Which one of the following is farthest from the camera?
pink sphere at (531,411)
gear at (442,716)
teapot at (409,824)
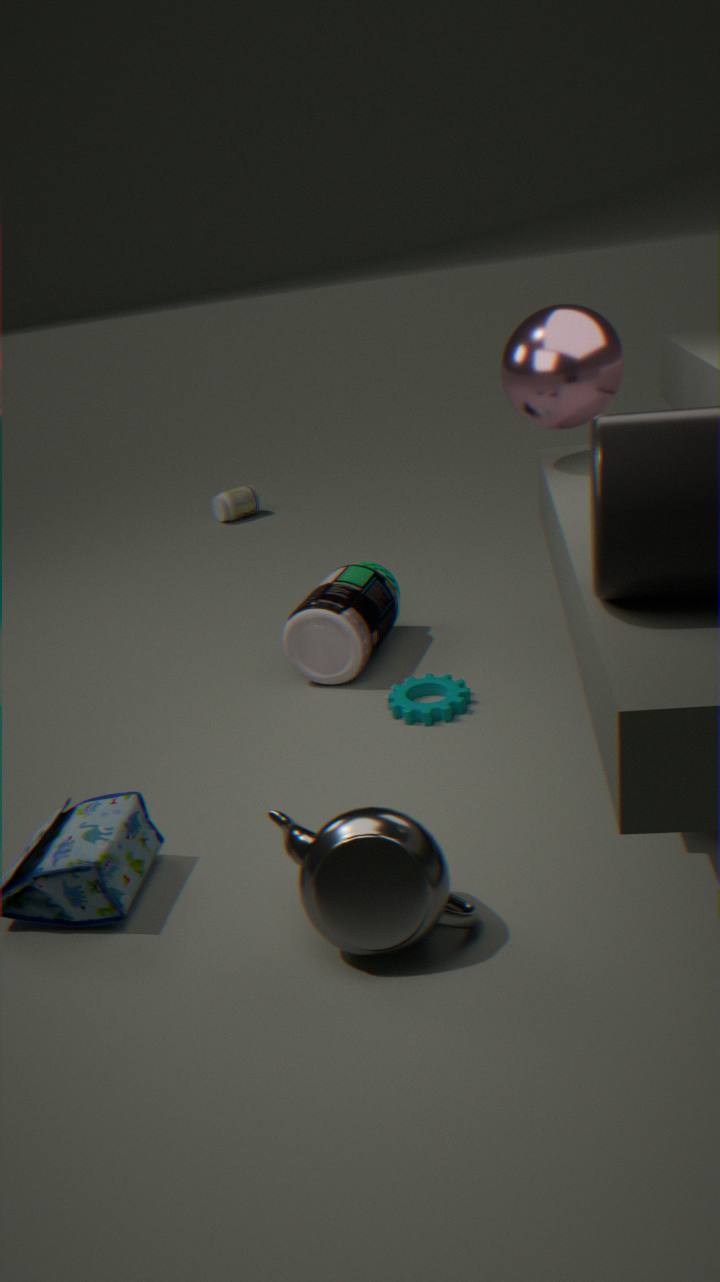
gear at (442,716)
